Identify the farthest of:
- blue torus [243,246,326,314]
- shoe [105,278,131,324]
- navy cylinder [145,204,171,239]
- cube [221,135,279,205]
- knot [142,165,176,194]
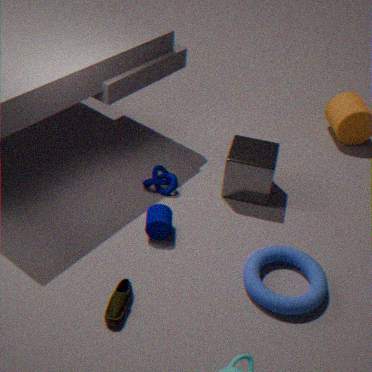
knot [142,165,176,194]
